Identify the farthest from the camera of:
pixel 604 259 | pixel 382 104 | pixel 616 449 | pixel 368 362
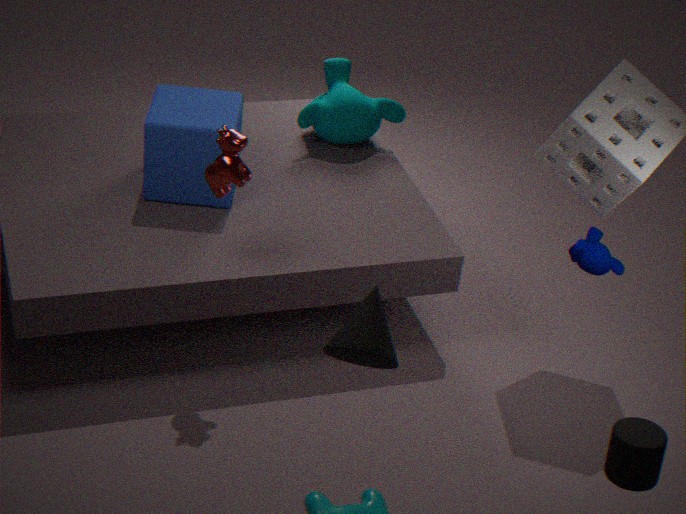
pixel 382 104
